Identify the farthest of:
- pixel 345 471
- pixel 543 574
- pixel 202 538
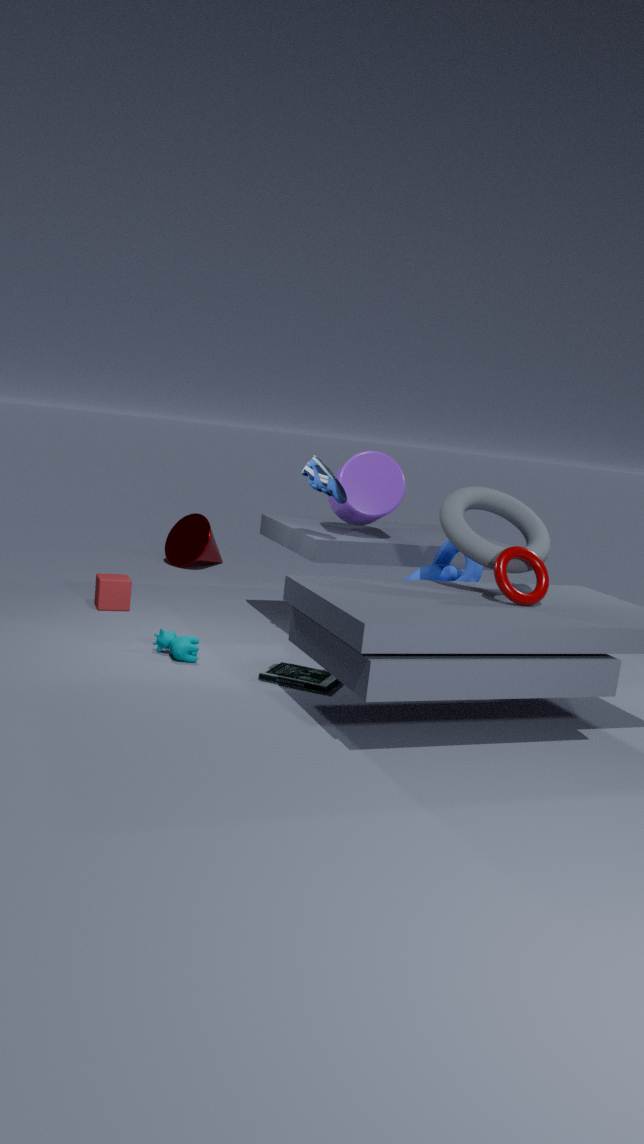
pixel 202 538
